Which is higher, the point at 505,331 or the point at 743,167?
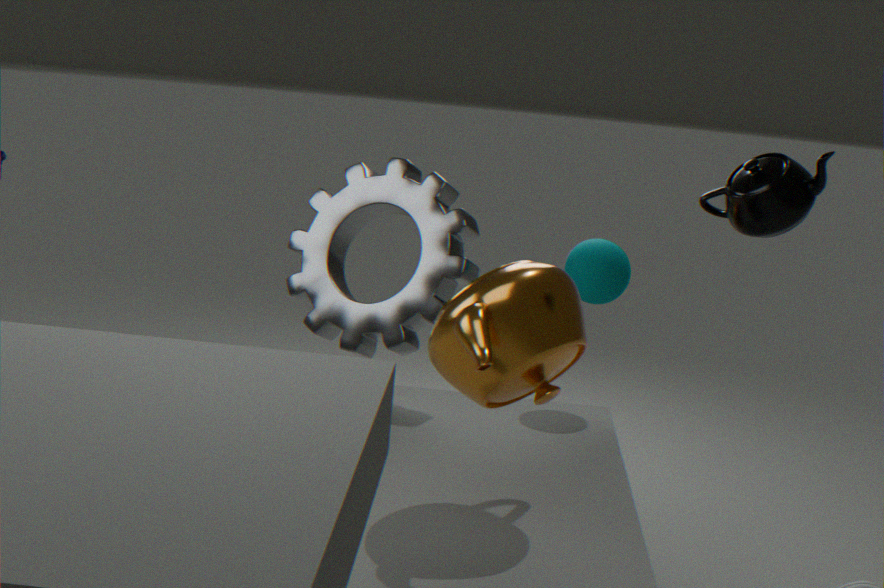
the point at 743,167
